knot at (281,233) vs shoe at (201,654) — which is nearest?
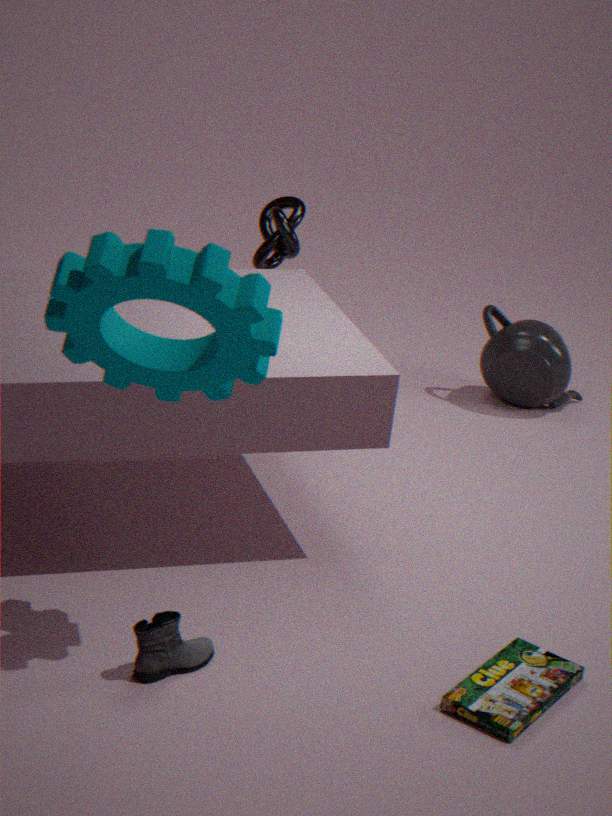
shoe at (201,654)
